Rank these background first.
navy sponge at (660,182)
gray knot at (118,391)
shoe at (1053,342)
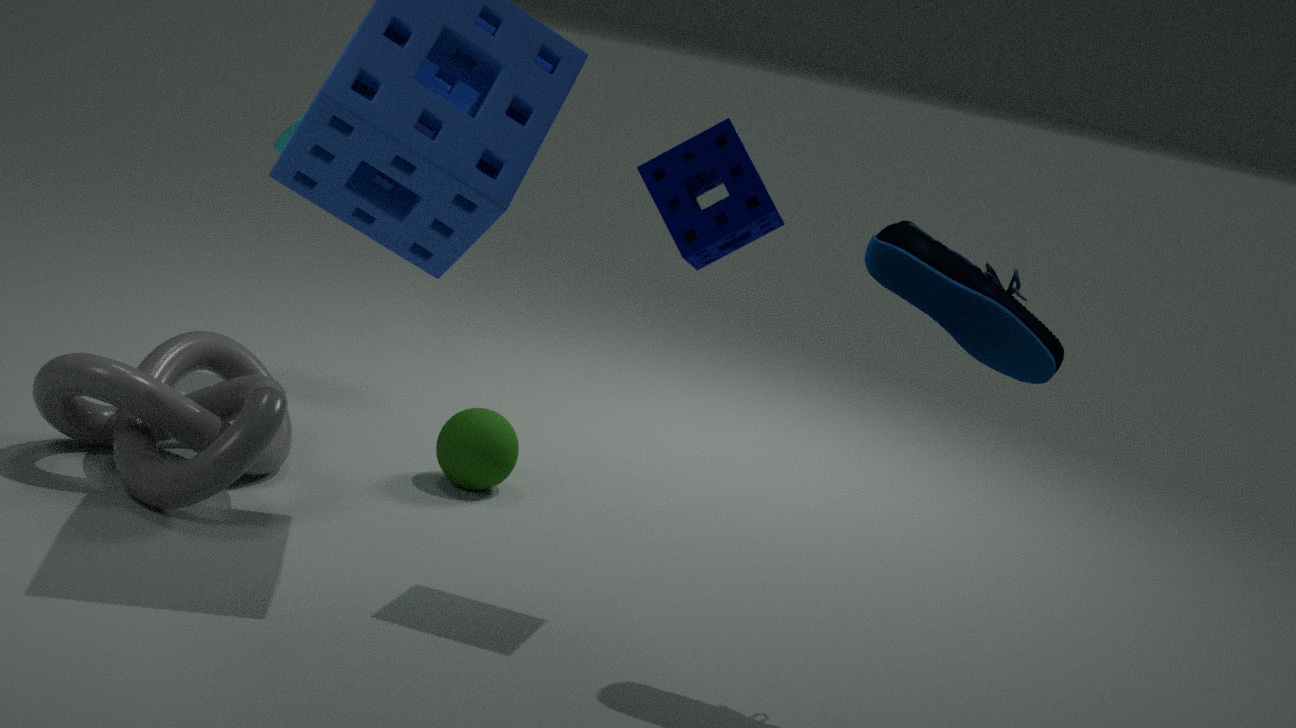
gray knot at (118,391) → navy sponge at (660,182) → shoe at (1053,342)
